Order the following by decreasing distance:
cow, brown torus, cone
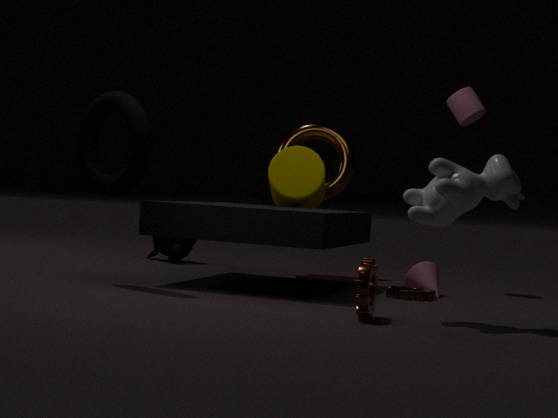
brown torus < cone < cow
